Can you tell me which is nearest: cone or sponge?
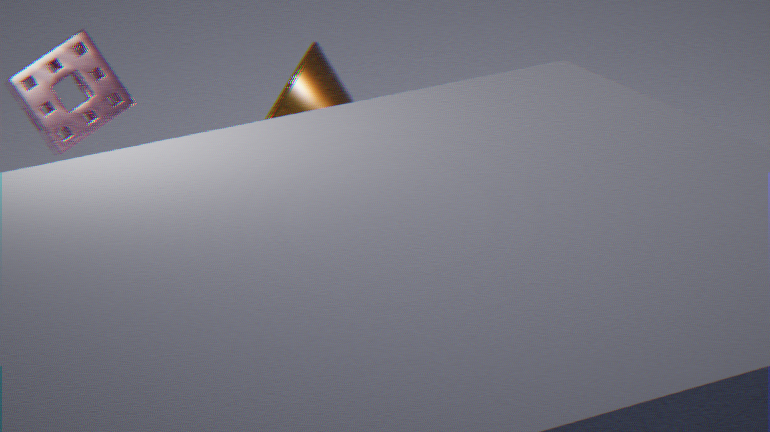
cone
